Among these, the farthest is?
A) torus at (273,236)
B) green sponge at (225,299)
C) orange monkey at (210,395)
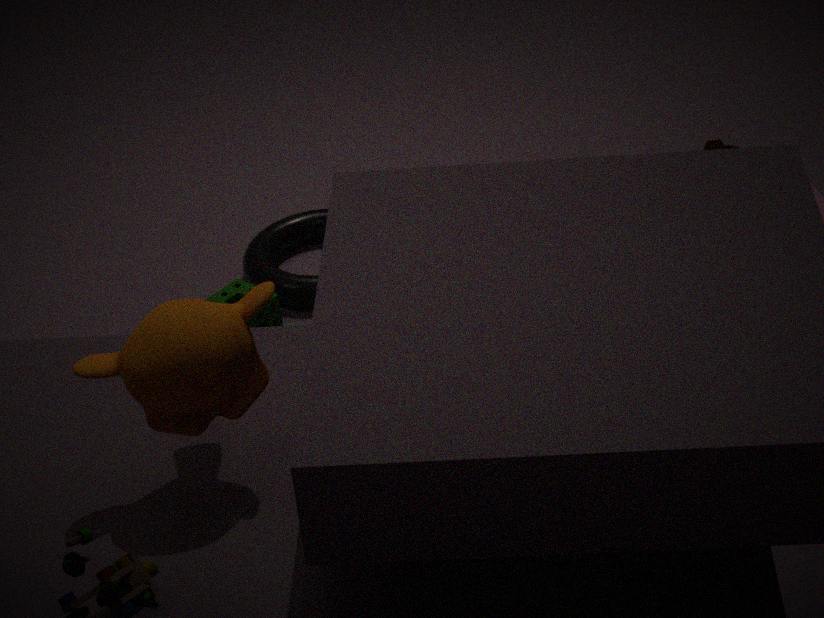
torus at (273,236)
